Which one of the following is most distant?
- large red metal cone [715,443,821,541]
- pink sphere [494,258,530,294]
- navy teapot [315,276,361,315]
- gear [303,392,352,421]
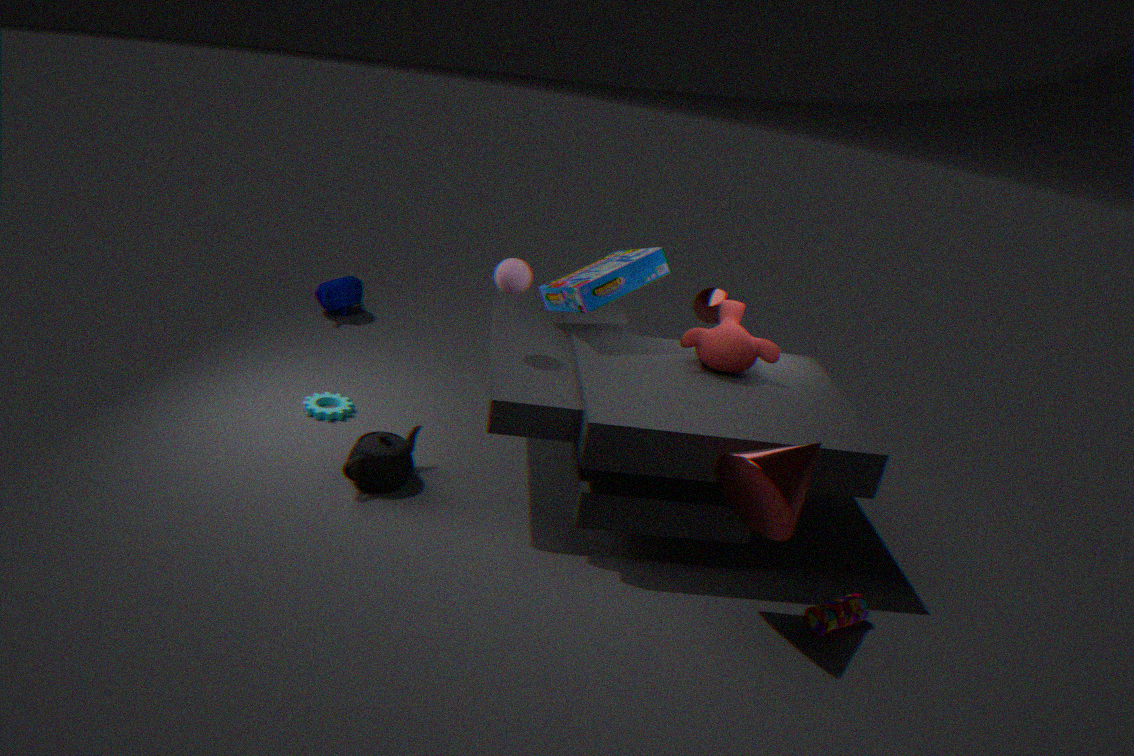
navy teapot [315,276,361,315]
